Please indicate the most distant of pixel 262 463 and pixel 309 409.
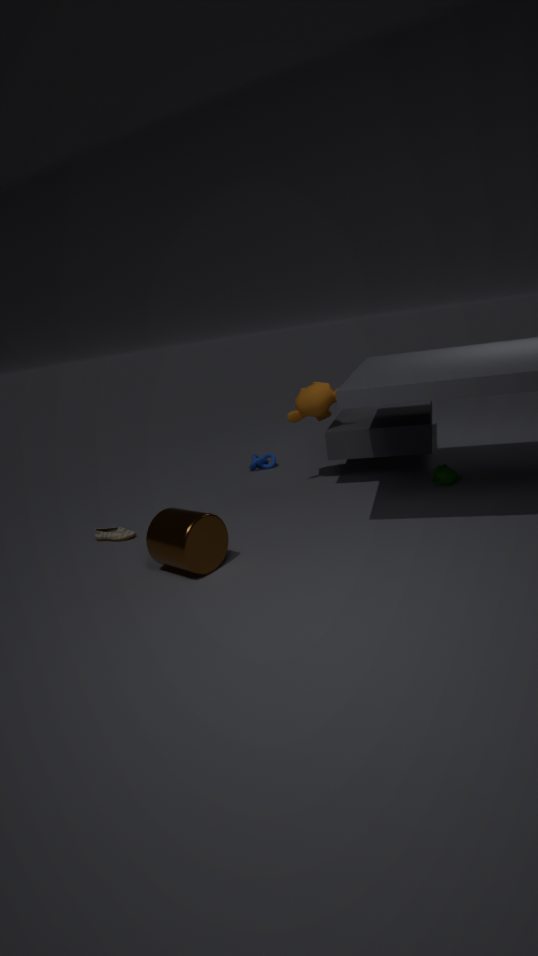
pixel 262 463
